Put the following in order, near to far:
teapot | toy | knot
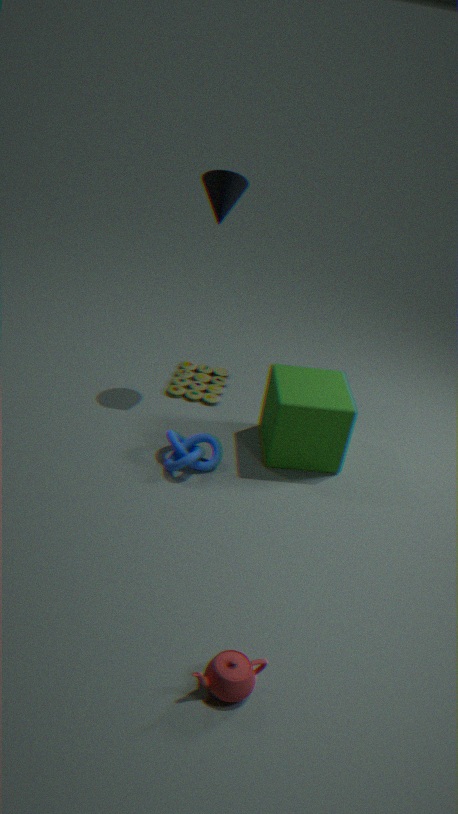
teapot, knot, toy
